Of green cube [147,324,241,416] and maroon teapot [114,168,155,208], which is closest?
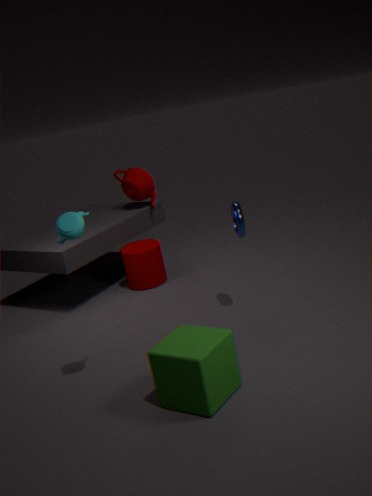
green cube [147,324,241,416]
